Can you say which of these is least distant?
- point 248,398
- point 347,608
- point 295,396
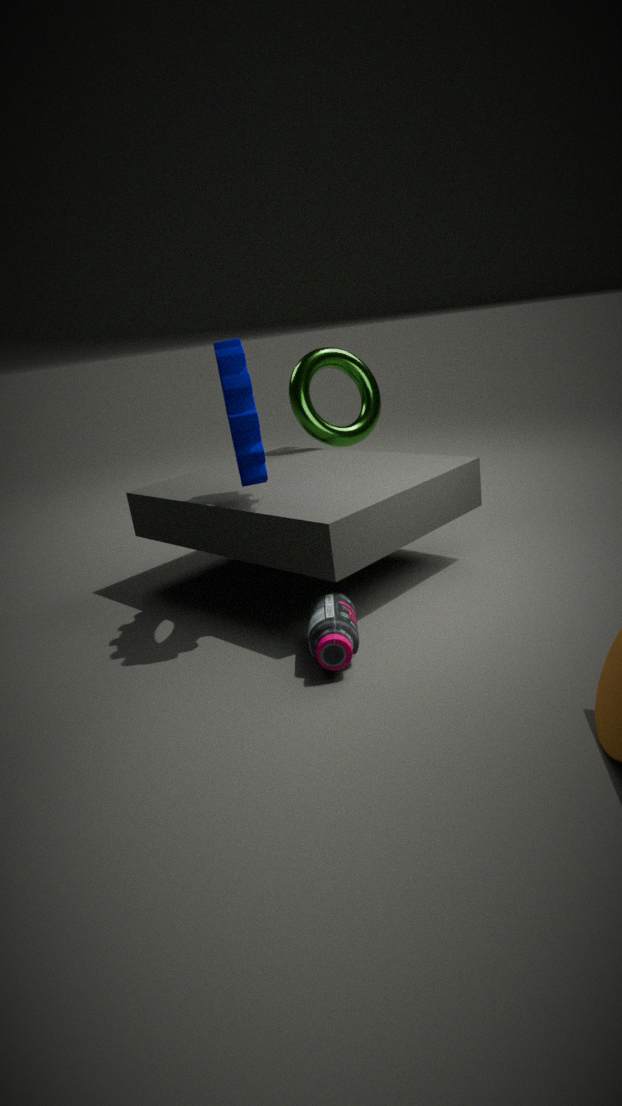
point 347,608
